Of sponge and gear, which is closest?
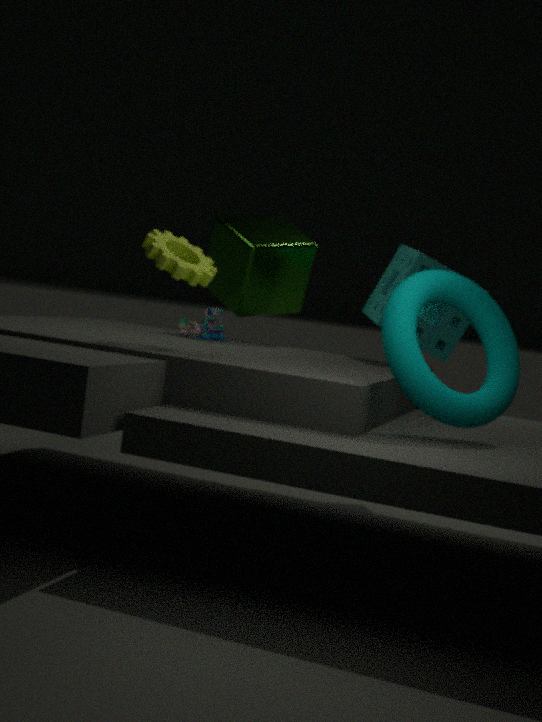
gear
